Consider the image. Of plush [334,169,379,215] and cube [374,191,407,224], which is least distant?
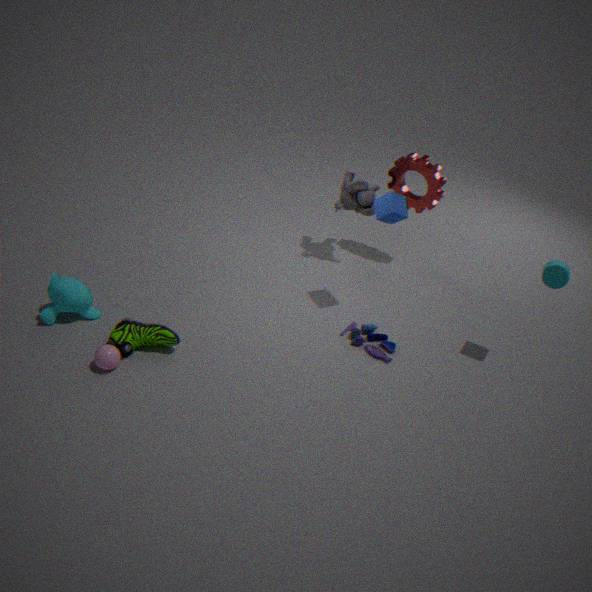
cube [374,191,407,224]
